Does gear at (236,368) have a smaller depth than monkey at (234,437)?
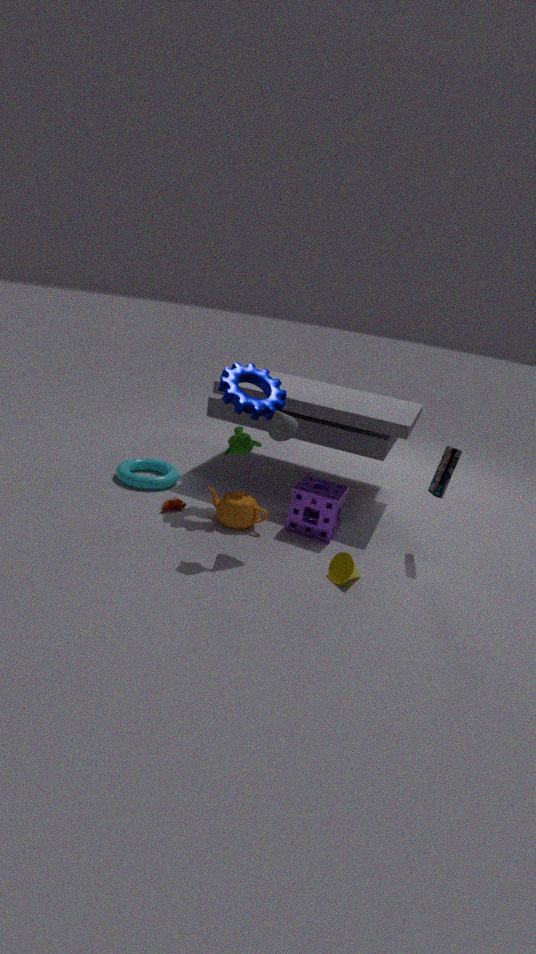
No
